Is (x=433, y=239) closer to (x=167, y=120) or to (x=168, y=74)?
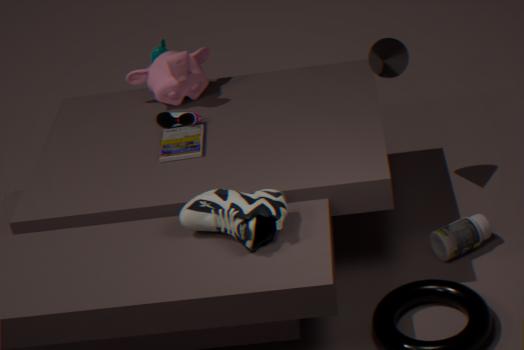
(x=167, y=120)
